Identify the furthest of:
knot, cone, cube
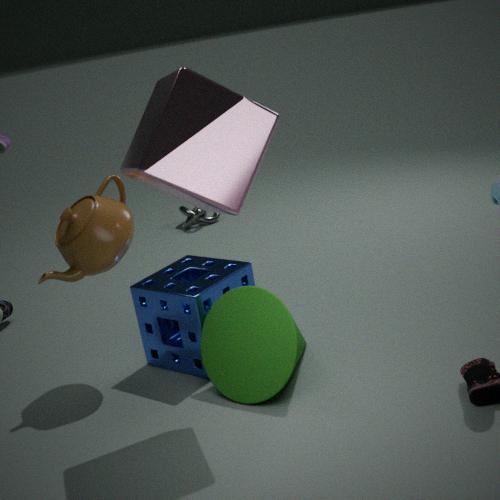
knot
